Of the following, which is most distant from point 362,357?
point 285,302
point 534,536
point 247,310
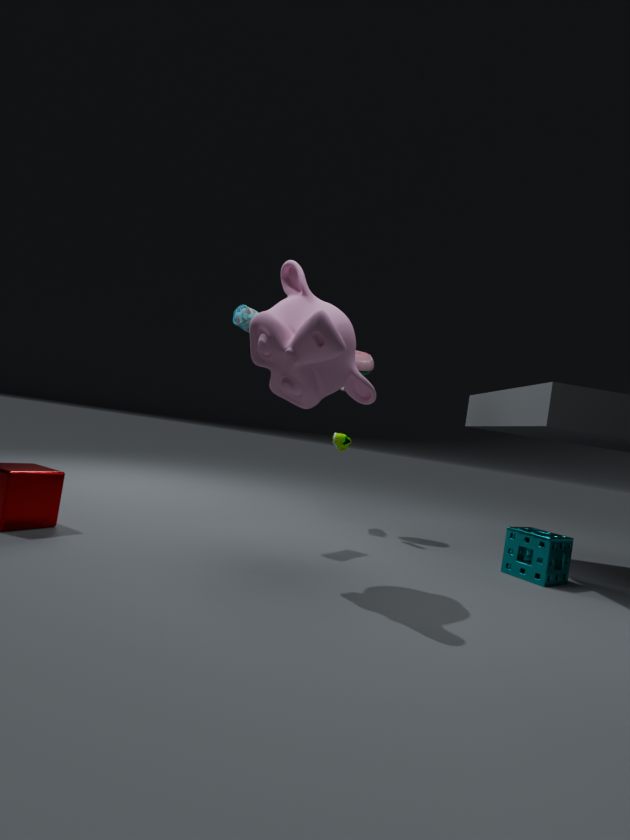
point 534,536
